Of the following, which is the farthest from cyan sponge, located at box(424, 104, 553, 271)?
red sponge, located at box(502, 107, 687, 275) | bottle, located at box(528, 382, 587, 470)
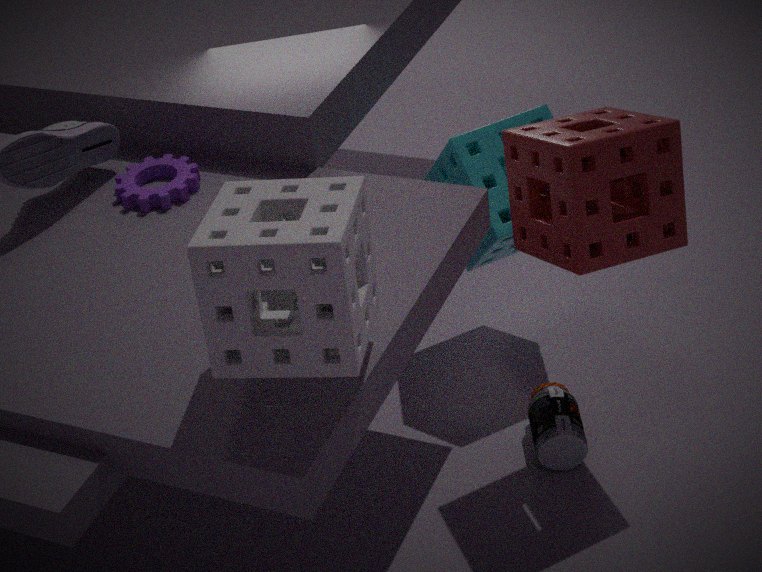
bottle, located at box(528, 382, 587, 470)
